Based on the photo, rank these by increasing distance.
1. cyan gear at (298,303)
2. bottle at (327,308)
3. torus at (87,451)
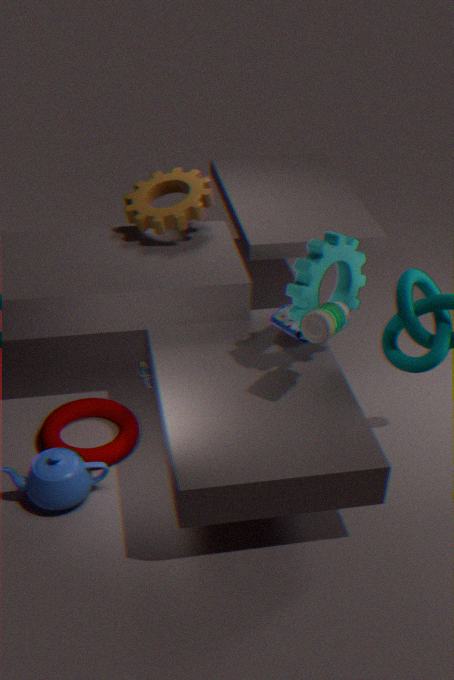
1. bottle at (327,308)
2. cyan gear at (298,303)
3. torus at (87,451)
